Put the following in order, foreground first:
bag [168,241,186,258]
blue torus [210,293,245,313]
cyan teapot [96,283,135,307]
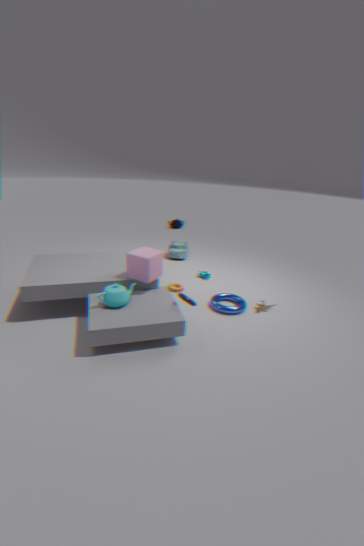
cyan teapot [96,283,135,307], blue torus [210,293,245,313], bag [168,241,186,258]
